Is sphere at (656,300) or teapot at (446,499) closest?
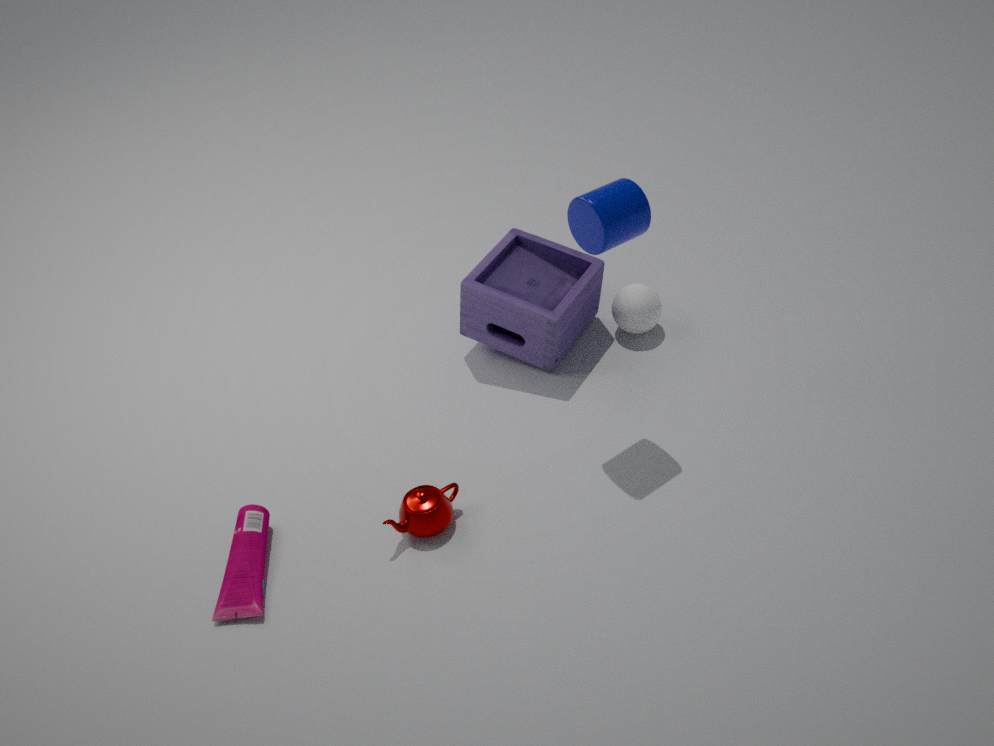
teapot at (446,499)
